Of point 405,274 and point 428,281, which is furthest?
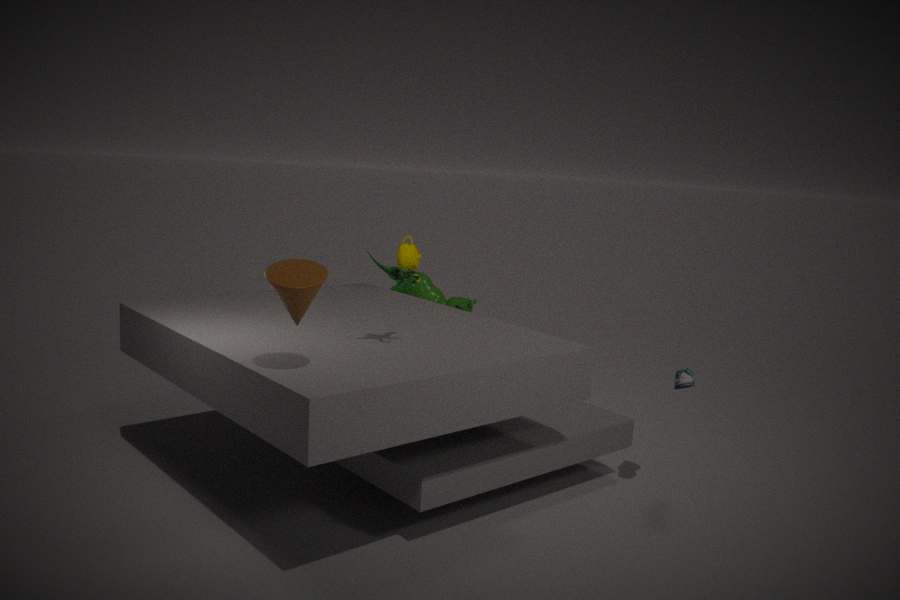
point 428,281
